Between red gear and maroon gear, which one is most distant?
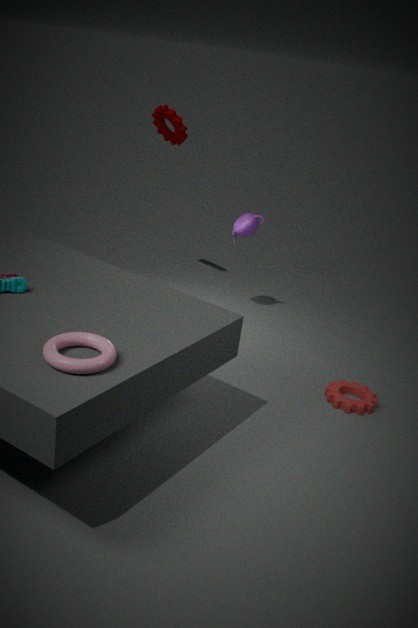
maroon gear
